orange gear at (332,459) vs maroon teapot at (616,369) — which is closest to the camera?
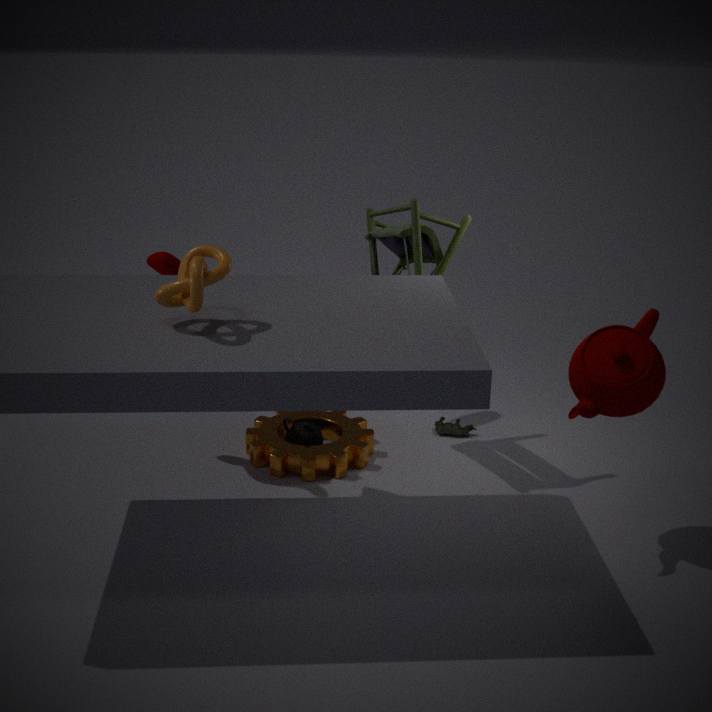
maroon teapot at (616,369)
